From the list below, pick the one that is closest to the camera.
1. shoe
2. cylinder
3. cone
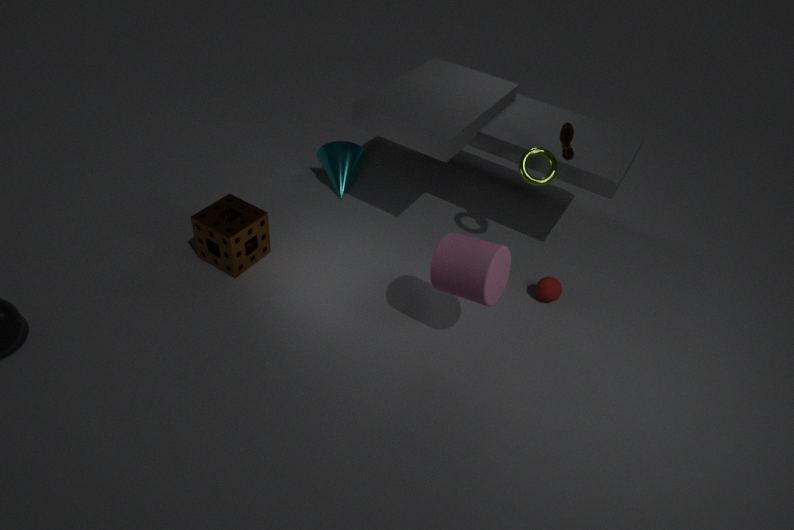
cylinder
